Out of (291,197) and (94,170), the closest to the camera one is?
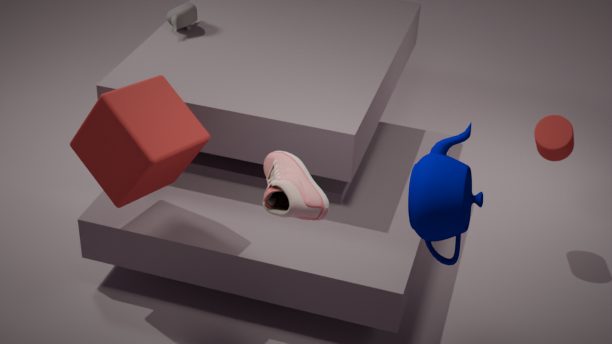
(291,197)
